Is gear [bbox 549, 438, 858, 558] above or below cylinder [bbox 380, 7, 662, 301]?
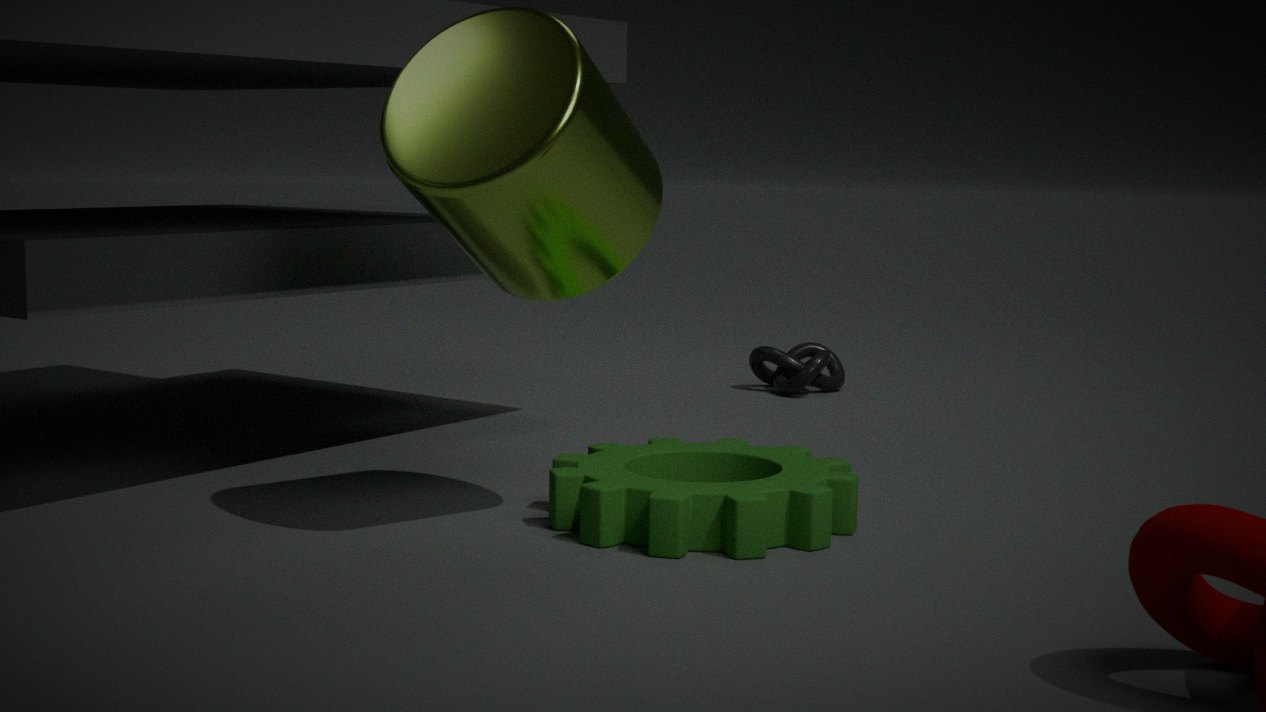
below
